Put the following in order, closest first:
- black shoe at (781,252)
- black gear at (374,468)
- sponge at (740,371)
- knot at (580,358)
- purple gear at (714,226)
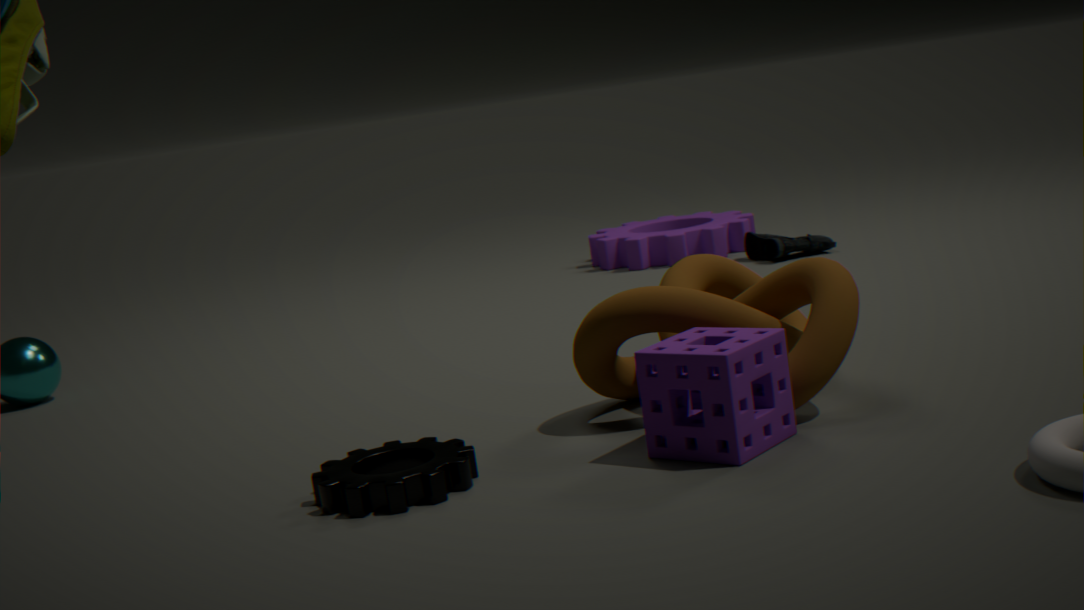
sponge at (740,371) < black gear at (374,468) < knot at (580,358) < black shoe at (781,252) < purple gear at (714,226)
